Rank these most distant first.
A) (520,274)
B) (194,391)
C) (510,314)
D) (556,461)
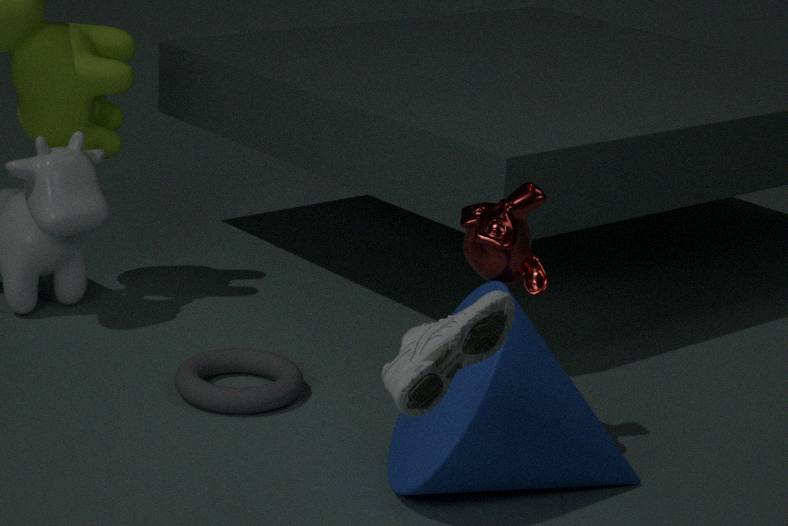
→ 1. (194,391)
2. (520,274)
3. (556,461)
4. (510,314)
